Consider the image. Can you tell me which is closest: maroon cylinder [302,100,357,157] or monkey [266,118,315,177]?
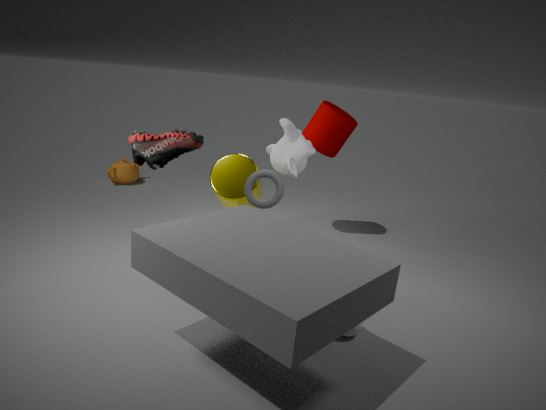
monkey [266,118,315,177]
